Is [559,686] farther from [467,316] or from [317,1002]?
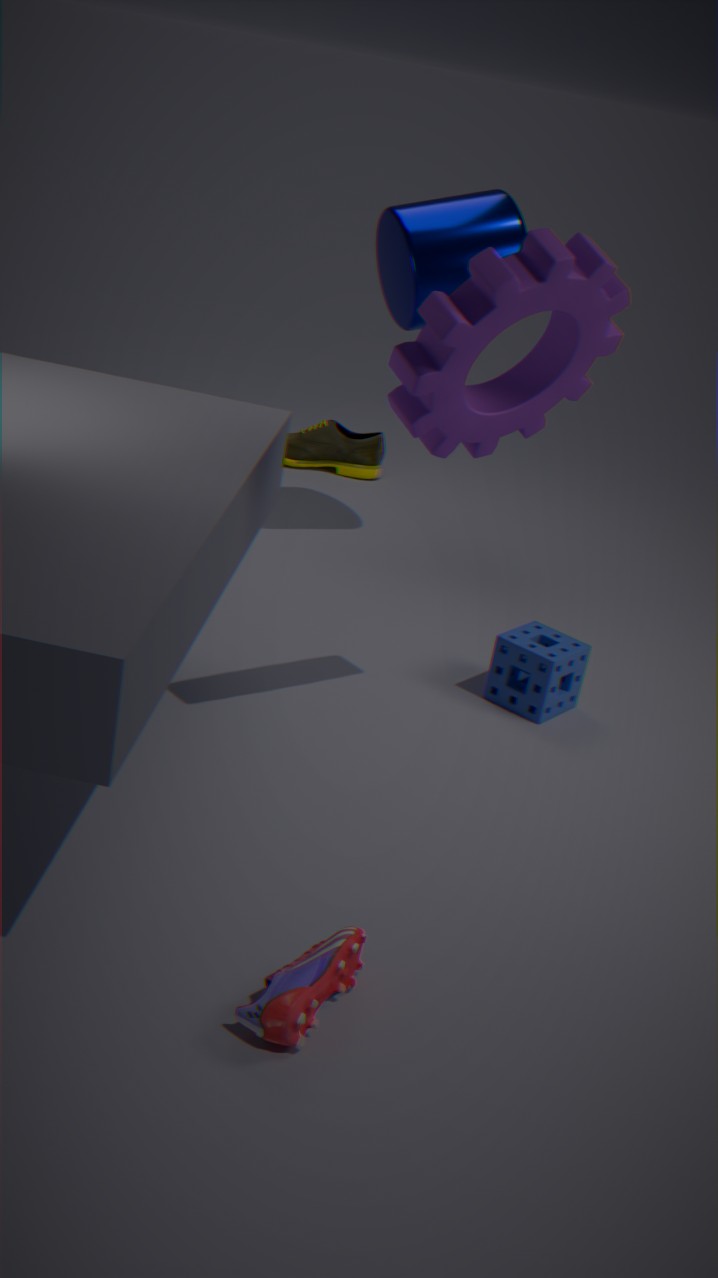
[317,1002]
